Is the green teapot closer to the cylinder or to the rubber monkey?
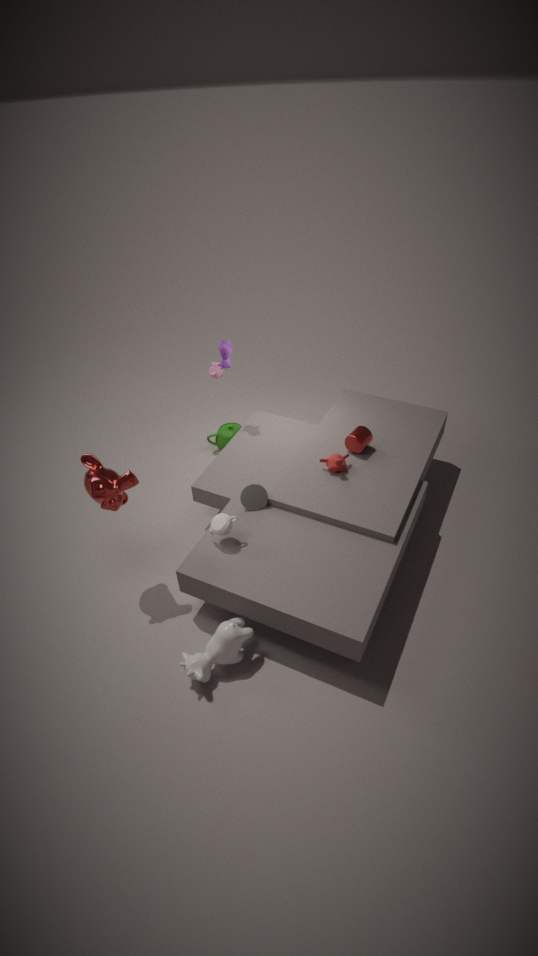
the cylinder
